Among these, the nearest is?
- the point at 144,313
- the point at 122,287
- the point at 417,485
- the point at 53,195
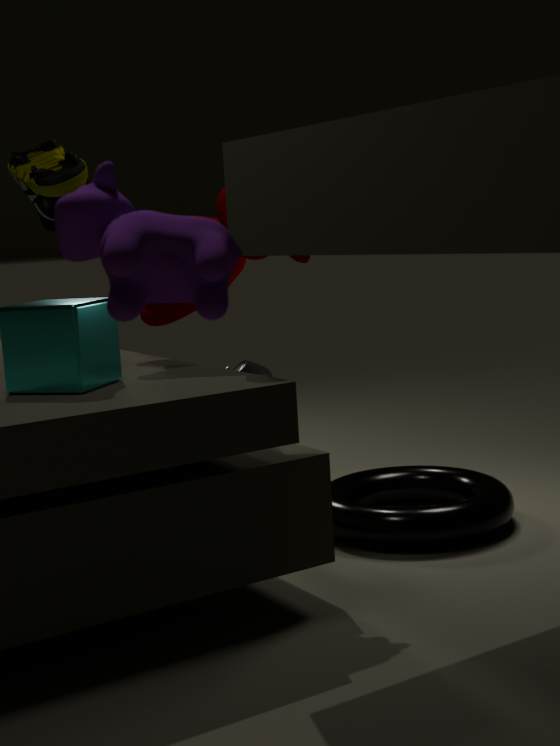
the point at 122,287
